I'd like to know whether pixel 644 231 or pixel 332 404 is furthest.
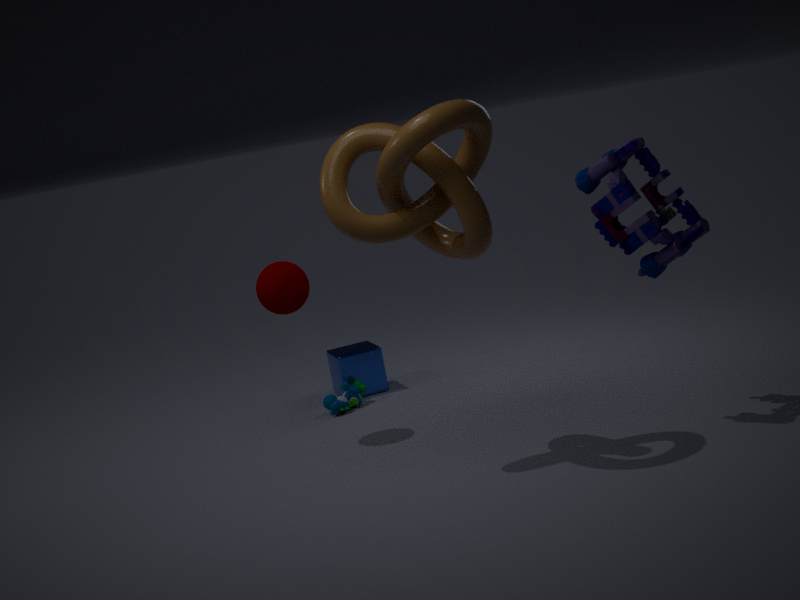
pixel 332 404
